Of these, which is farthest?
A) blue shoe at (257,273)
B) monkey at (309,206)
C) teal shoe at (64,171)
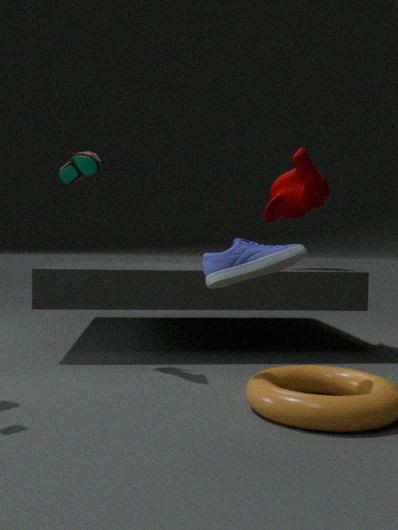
monkey at (309,206)
